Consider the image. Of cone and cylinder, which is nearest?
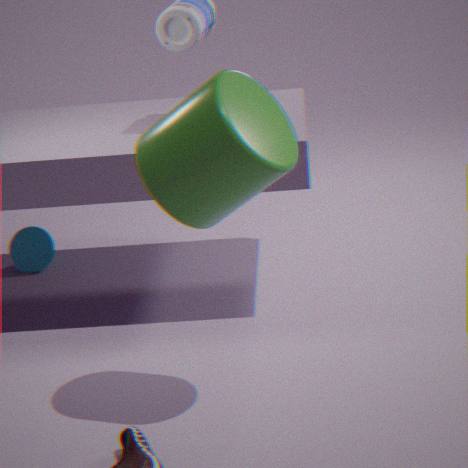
cylinder
